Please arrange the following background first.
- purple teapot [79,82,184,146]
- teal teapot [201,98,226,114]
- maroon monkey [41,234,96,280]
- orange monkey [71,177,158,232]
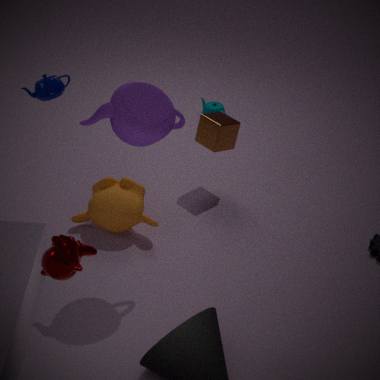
teal teapot [201,98,226,114] < orange monkey [71,177,158,232] < purple teapot [79,82,184,146] < maroon monkey [41,234,96,280]
